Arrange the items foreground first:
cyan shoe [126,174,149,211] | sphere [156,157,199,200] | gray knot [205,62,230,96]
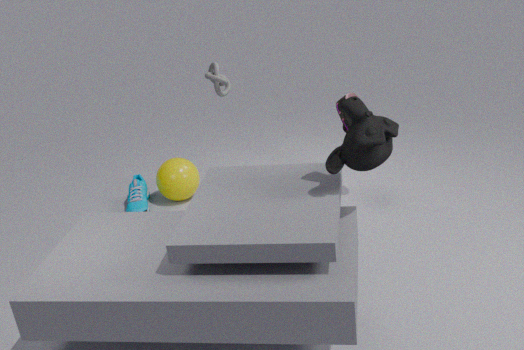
1. gray knot [205,62,230,96]
2. cyan shoe [126,174,149,211]
3. sphere [156,157,199,200]
